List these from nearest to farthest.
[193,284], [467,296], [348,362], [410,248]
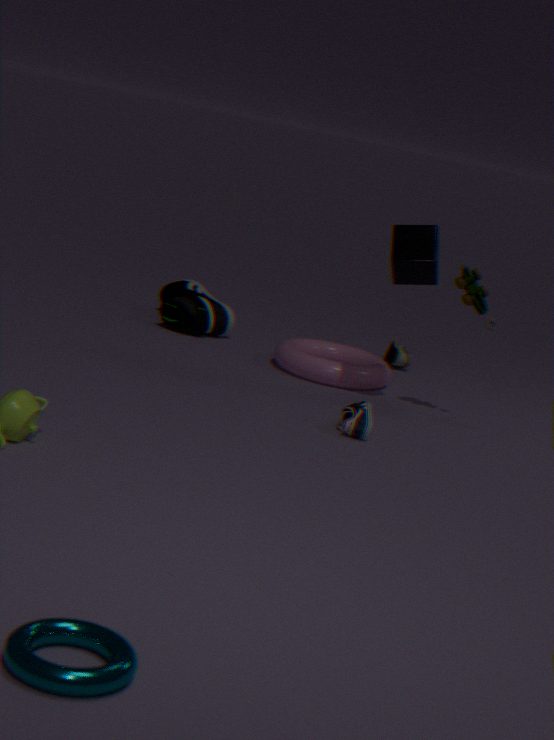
[410,248]
[467,296]
[348,362]
[193,284]
